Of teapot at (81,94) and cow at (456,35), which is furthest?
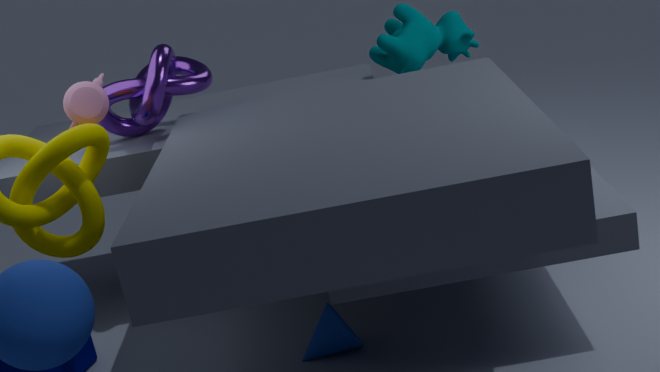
cow at (456,35)
